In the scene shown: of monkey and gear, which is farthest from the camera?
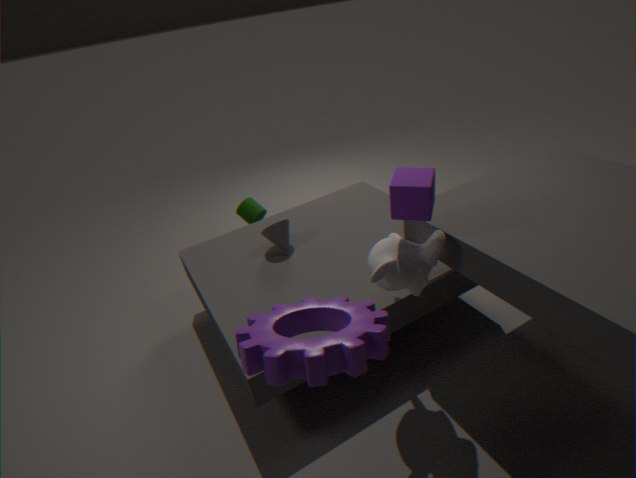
monkey
